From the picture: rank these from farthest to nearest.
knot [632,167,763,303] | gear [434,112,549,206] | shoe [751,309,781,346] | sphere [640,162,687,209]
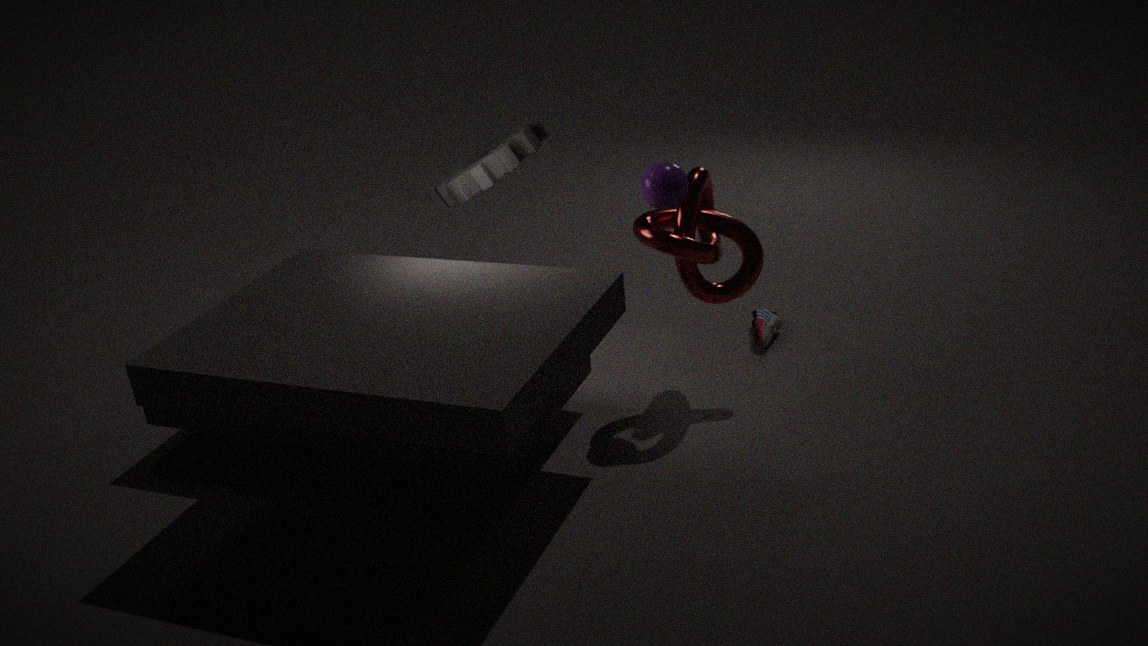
shoe [751,309,781,346] < gear [434,112,549,206] < knot [632,167,763,303] < sphere [640,162,687,209]
